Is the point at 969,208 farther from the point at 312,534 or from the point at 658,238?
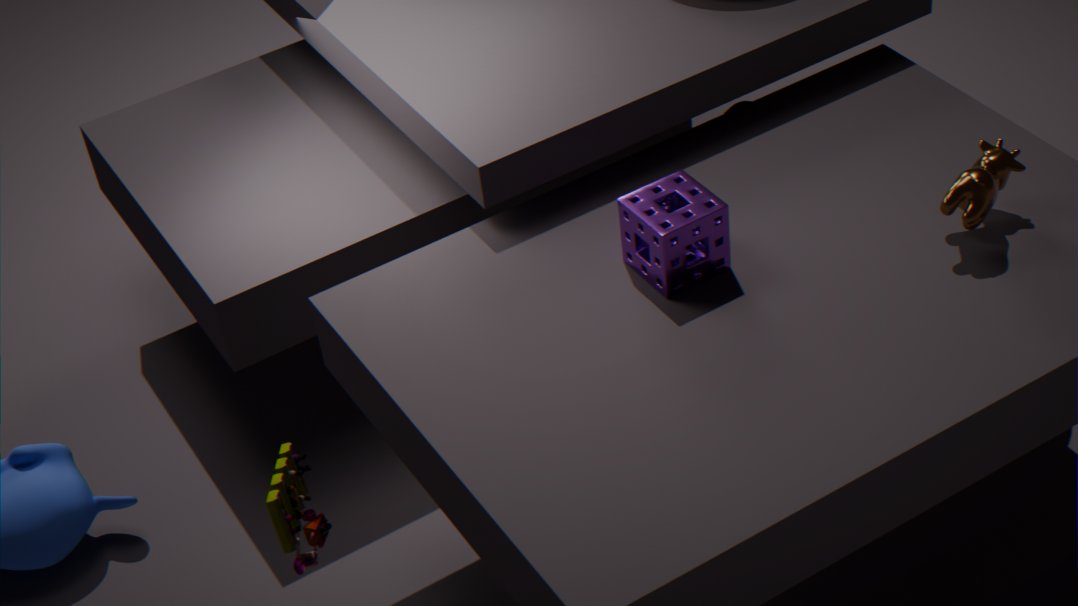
the point at 312,534
